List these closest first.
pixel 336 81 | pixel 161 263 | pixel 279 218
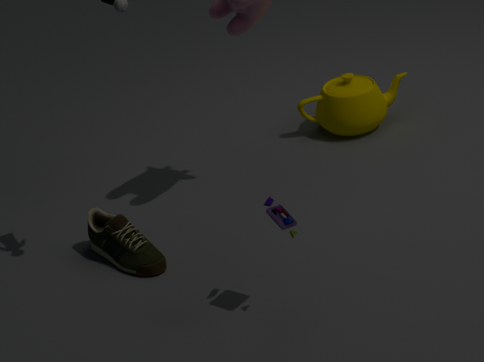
1. pixel 279 218
2. pixel 161 263
3. pixel 336 81
